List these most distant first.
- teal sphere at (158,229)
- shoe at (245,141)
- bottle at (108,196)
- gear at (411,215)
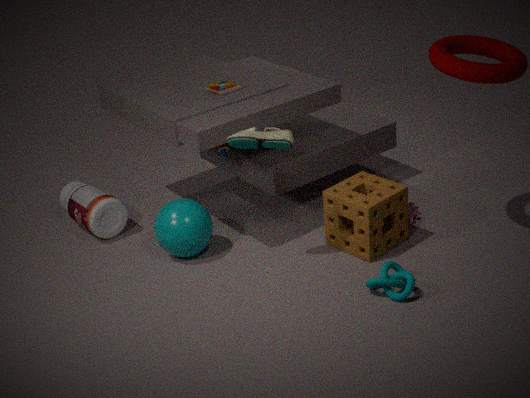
bottle at (108,196) → gear at (411,215) → teal sphere at (158,229) → shoe at (245,141)
